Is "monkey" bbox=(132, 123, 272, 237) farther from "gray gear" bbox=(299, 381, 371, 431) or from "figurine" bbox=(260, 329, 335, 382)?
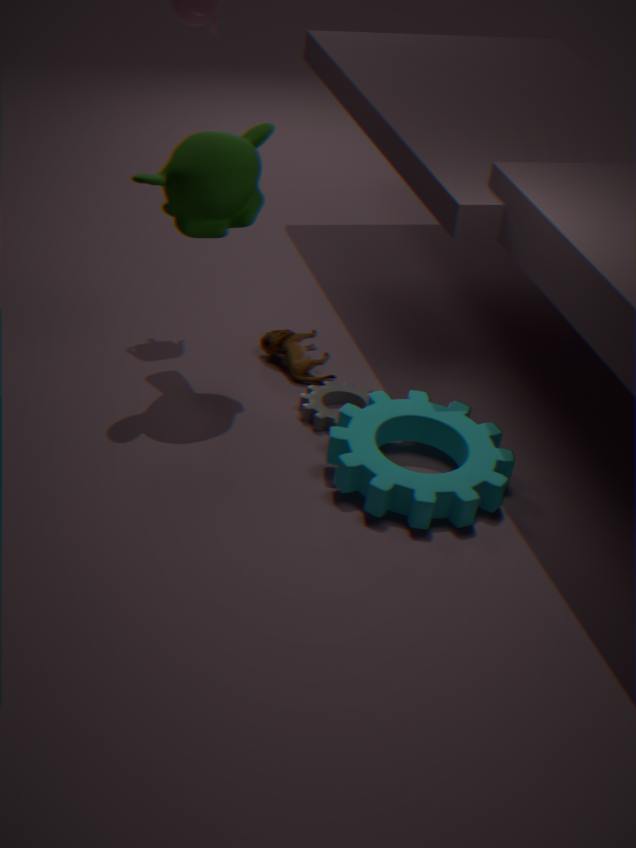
"gray gear" bbox=(299, 381, 371, 431)
